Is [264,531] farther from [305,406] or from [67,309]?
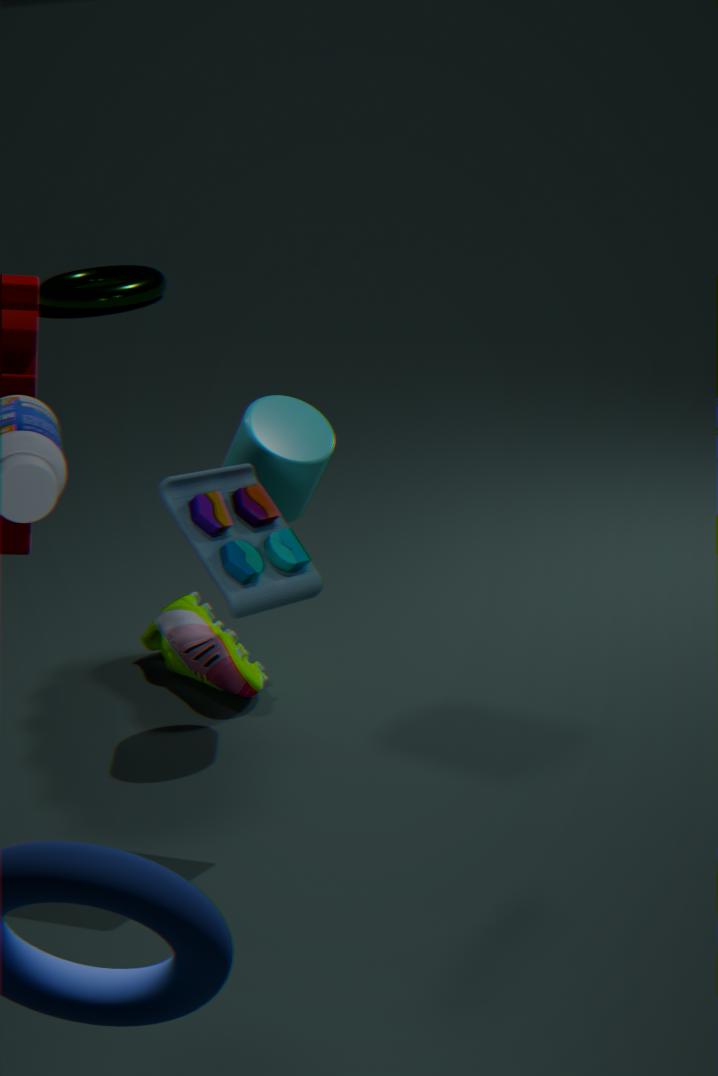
[67,309]
